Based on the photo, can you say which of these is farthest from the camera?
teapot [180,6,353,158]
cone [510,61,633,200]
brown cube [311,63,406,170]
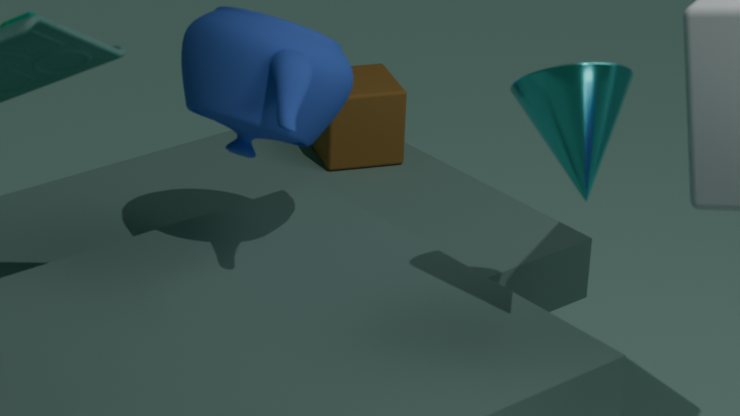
brown cube [311,63,406,170]
